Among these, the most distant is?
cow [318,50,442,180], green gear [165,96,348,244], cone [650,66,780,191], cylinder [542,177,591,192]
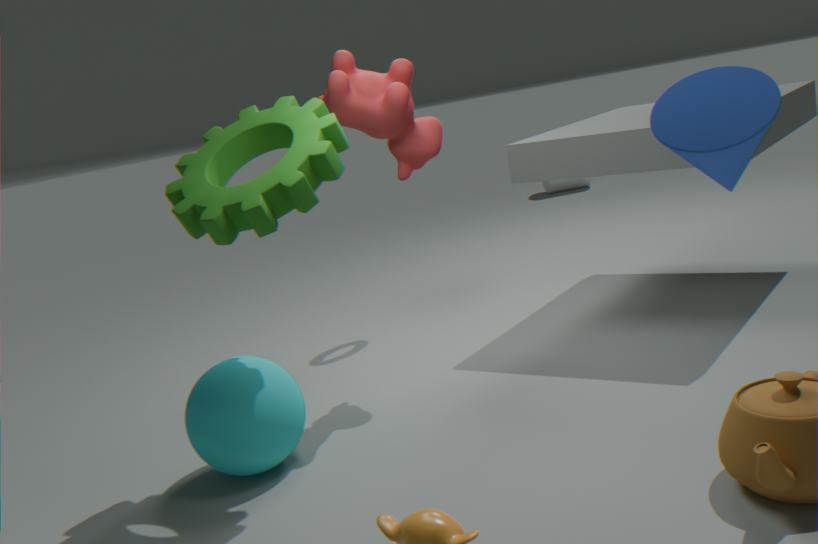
cylinder [542,177,591,192]
